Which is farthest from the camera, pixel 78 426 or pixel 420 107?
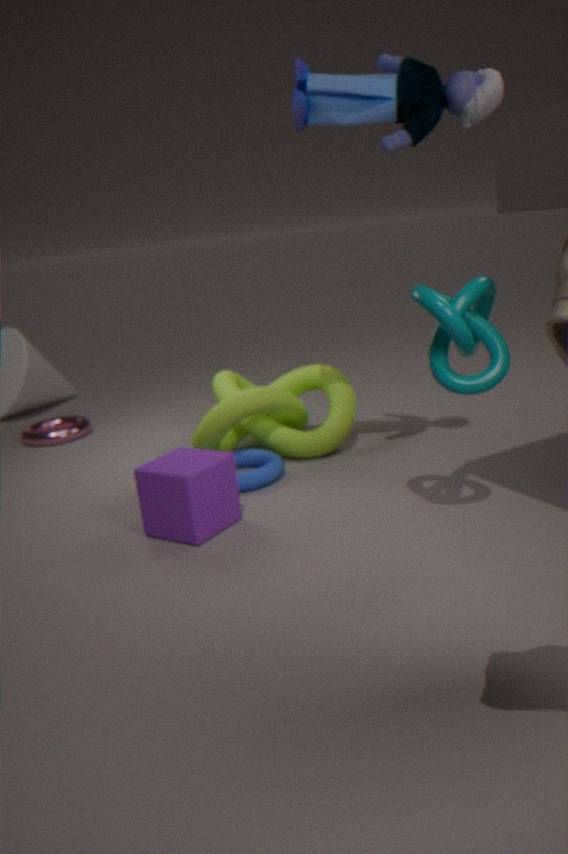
pixel 78 426
